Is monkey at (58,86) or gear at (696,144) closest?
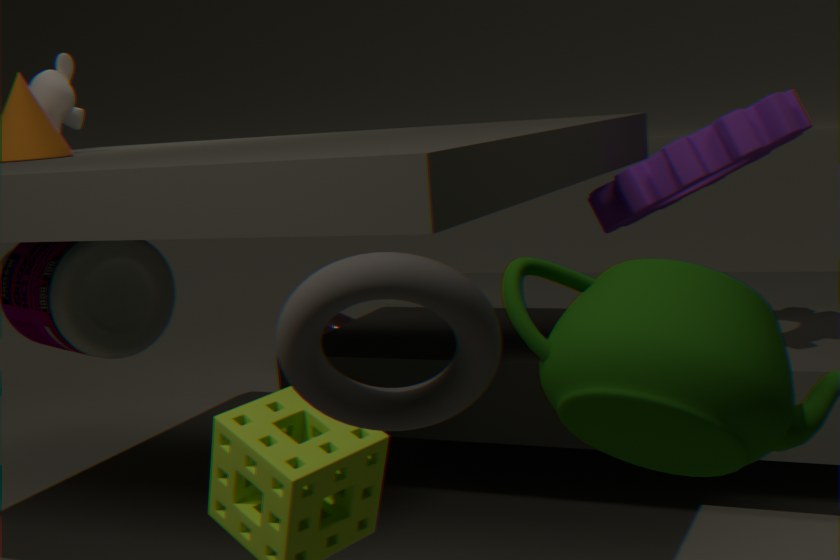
gear at (696,144)
